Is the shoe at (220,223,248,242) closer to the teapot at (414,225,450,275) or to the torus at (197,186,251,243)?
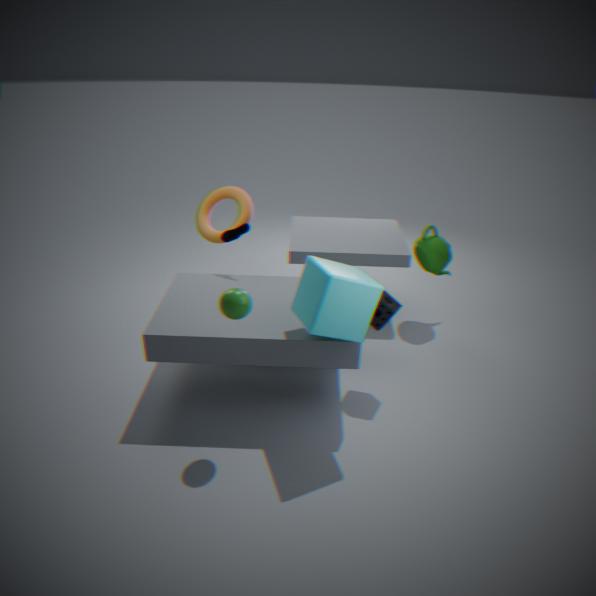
the torus at (197,186,251,243)
